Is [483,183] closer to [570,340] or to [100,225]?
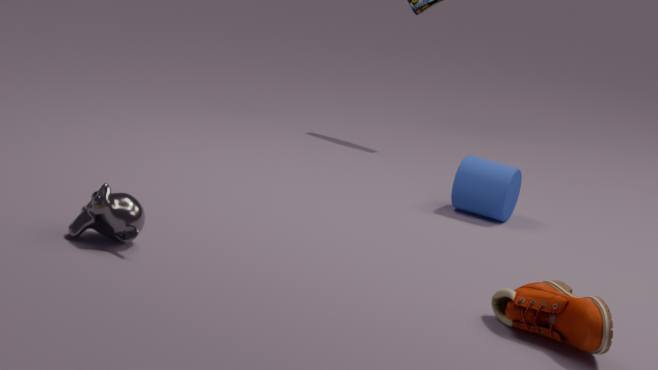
[570,340]
